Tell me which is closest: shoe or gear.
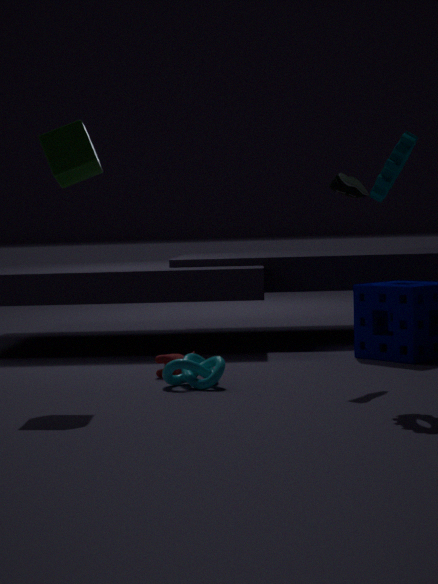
gear
